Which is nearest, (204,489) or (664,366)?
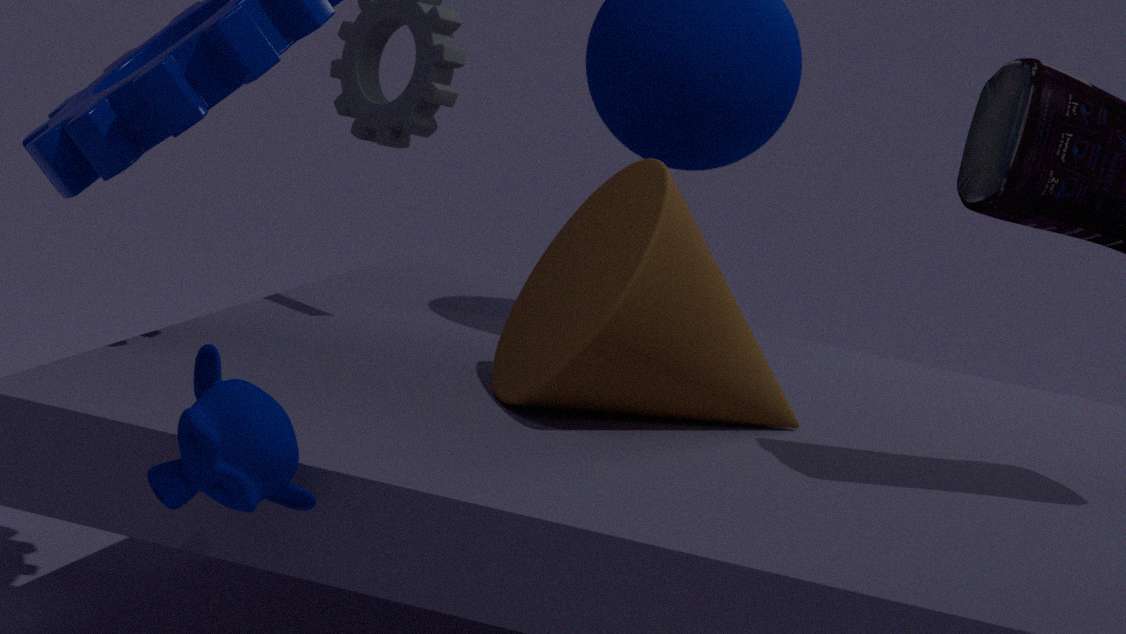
(204,489)
